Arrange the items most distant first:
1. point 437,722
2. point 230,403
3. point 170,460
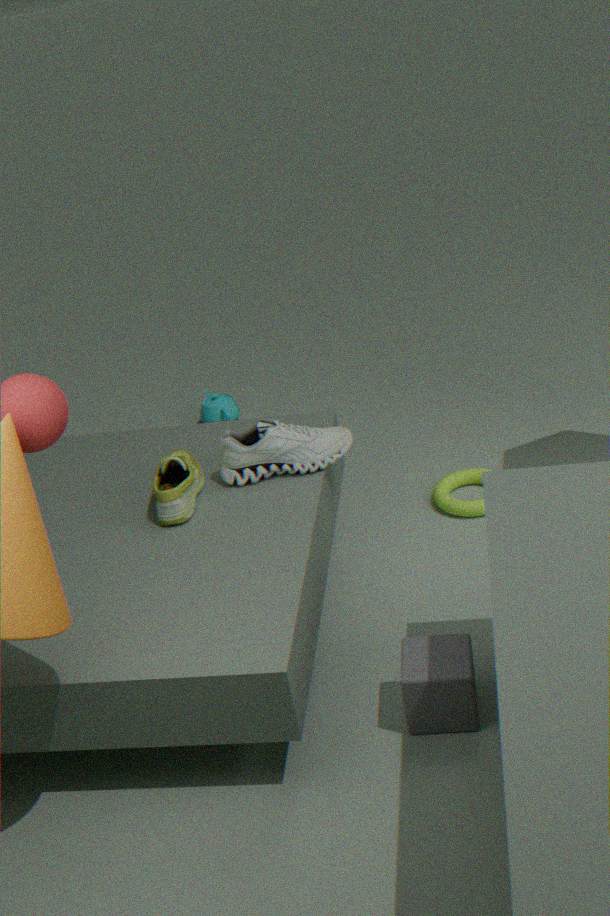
point 230,403
point 170,460
point 437,722
